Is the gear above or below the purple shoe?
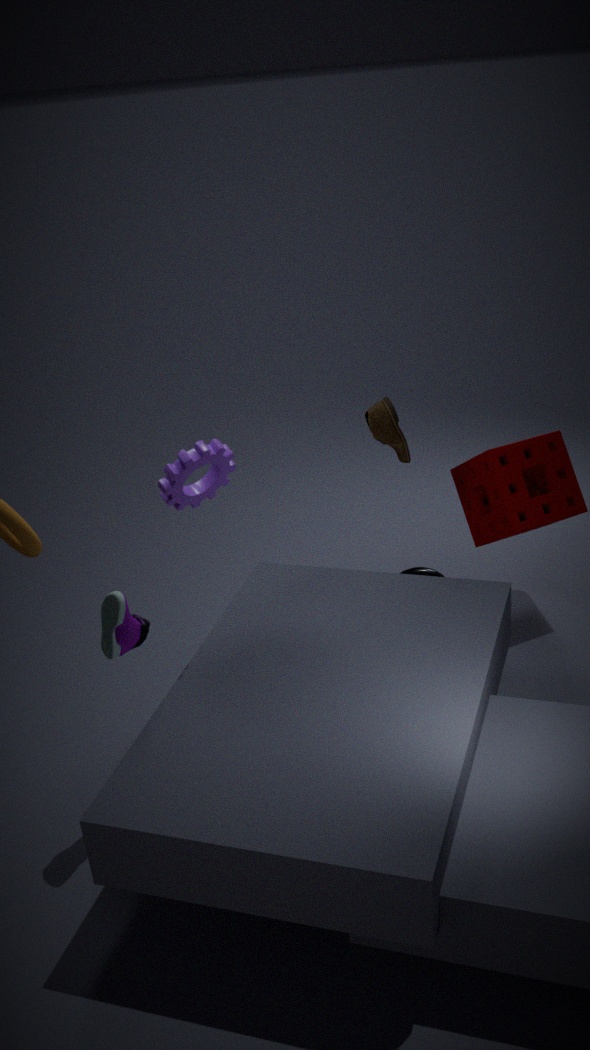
above
